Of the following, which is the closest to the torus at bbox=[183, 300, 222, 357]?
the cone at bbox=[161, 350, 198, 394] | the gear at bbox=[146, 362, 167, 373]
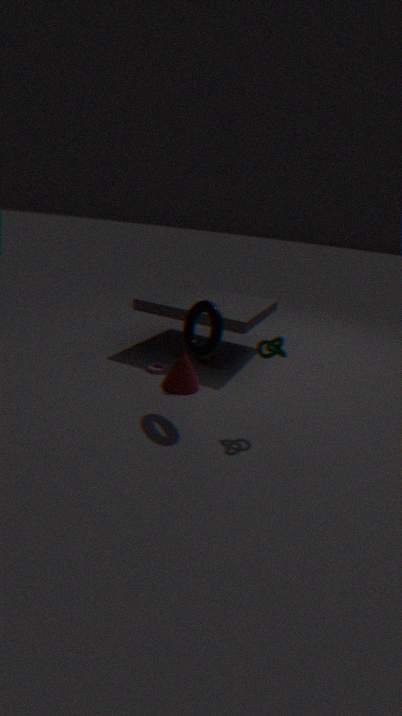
the cone at bbox=[161, 350, 198, 394]
